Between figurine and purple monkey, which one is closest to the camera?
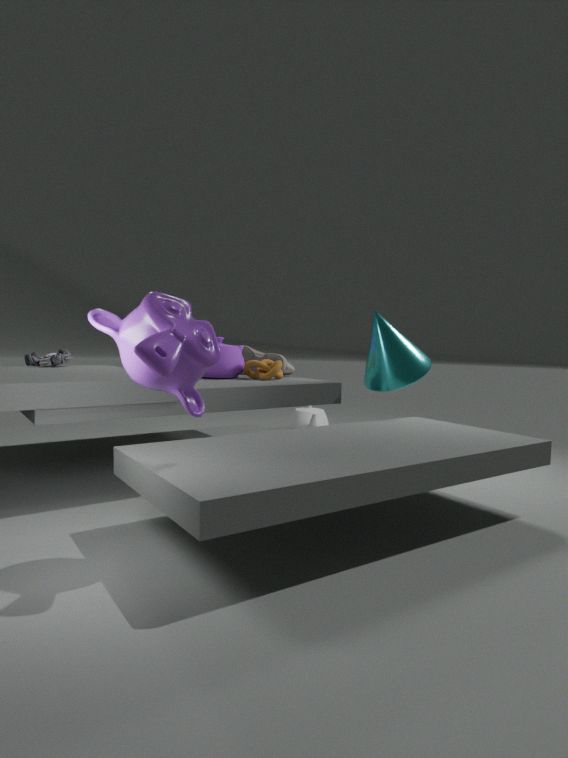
purple monkey
